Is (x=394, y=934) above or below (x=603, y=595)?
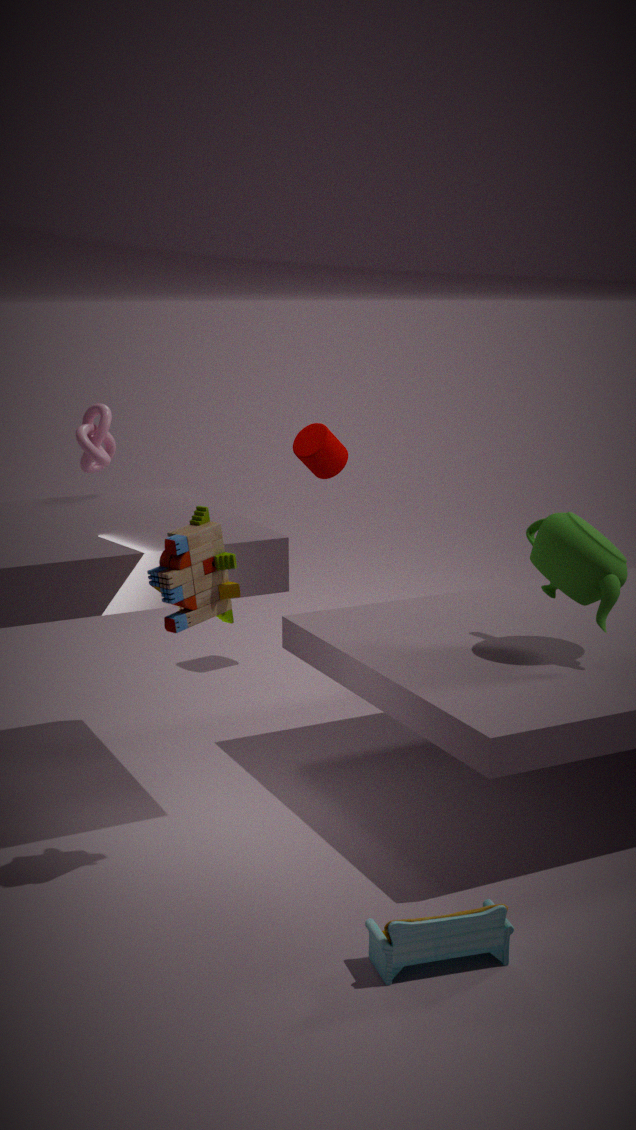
below
